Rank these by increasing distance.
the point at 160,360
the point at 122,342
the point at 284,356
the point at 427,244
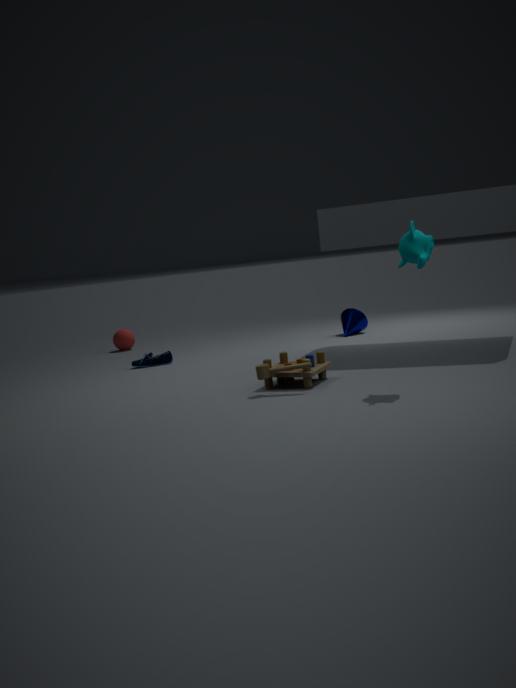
the point at 427,244 → the point at 284,356 → the point at 160,360 → the point at 122,342
